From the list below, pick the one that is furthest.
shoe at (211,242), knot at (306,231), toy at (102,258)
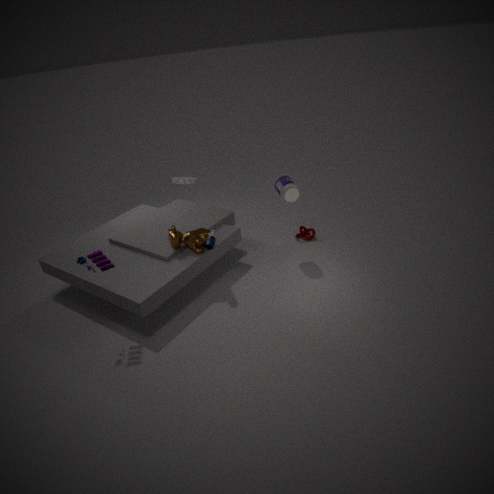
knot at (306,231)
